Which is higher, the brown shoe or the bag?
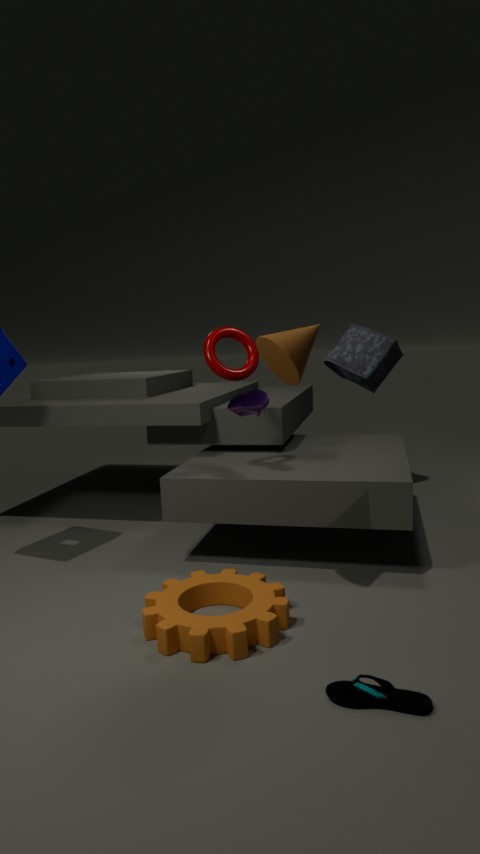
the bag
